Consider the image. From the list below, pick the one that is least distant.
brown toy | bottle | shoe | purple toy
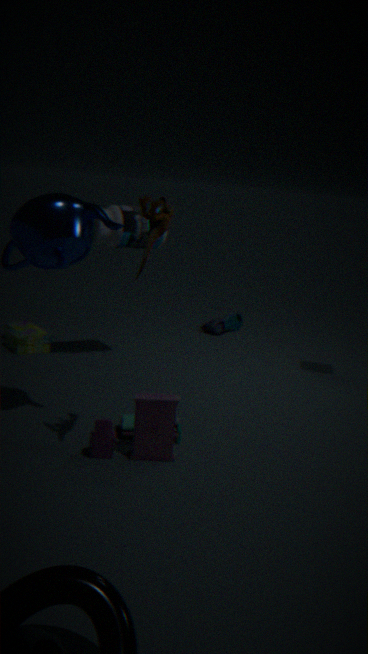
brown toy
